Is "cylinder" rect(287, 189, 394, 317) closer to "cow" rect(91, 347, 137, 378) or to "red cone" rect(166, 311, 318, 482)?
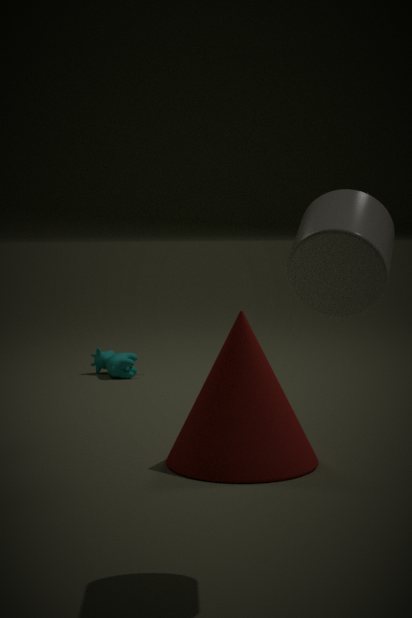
"red cone" rect(166, 311, 318, 482)
